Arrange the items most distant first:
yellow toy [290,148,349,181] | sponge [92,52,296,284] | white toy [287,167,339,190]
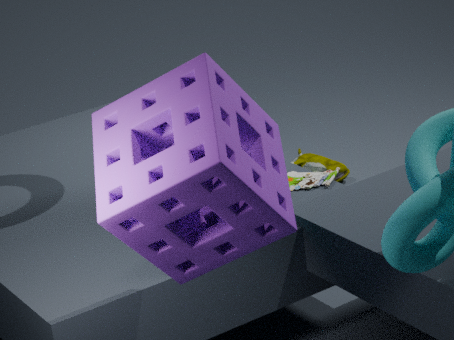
yellow toy [290,148,349,181] < white toy [287,167,339,190] < sponge [92,52,296,284]
